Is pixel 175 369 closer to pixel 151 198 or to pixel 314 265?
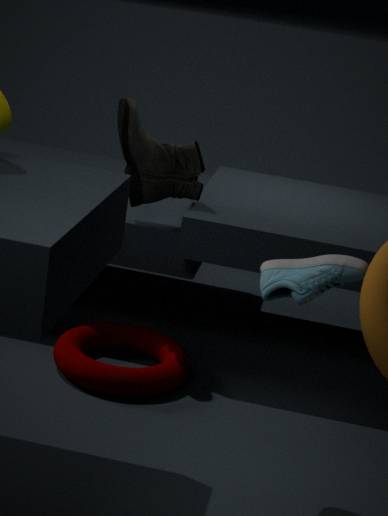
pixel 151 198
